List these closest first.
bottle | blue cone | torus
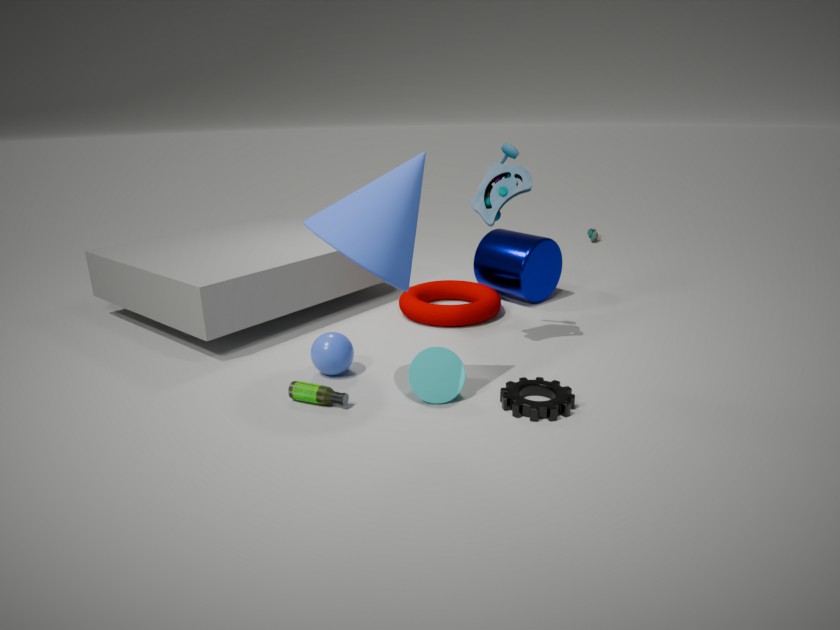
1. blue cone
2. bottle
3. torus
